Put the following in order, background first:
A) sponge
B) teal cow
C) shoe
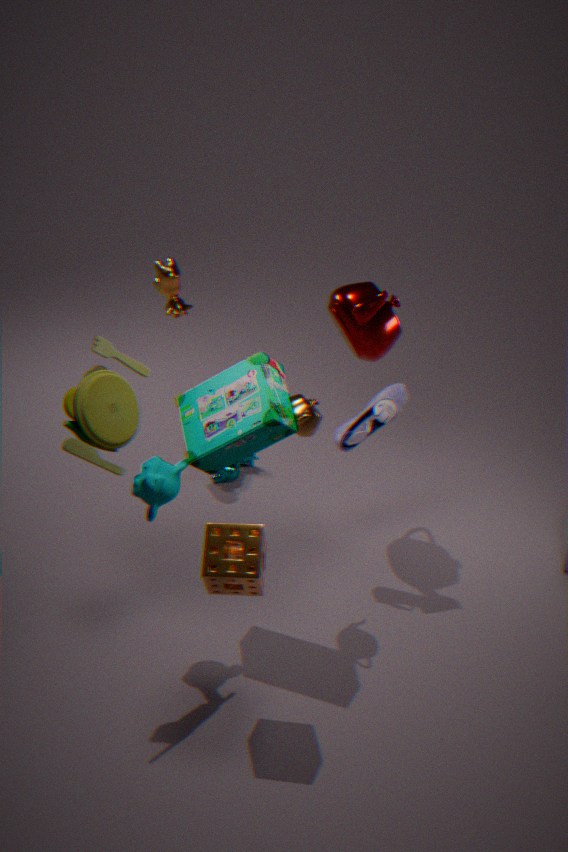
teal cow → shoe → sponge
